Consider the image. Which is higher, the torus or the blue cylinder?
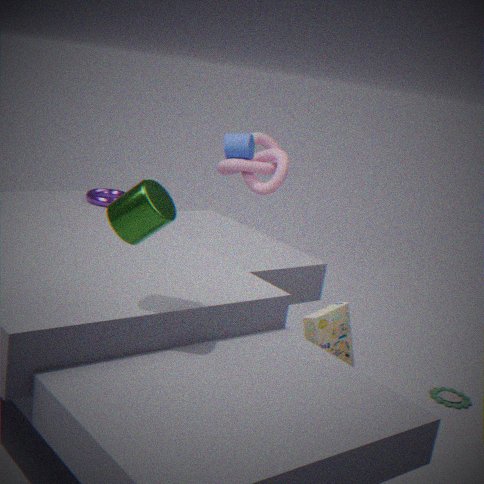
the blue cylinder
